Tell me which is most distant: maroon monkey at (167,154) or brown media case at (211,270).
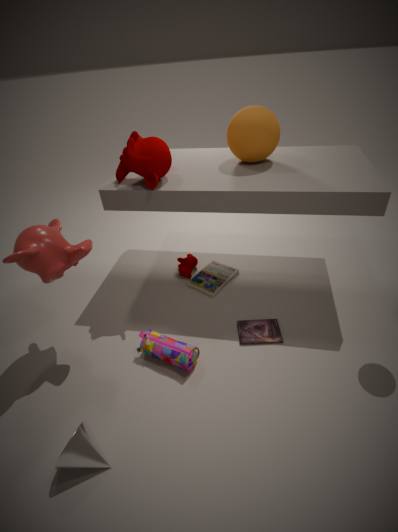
brown media case at (211,270)
